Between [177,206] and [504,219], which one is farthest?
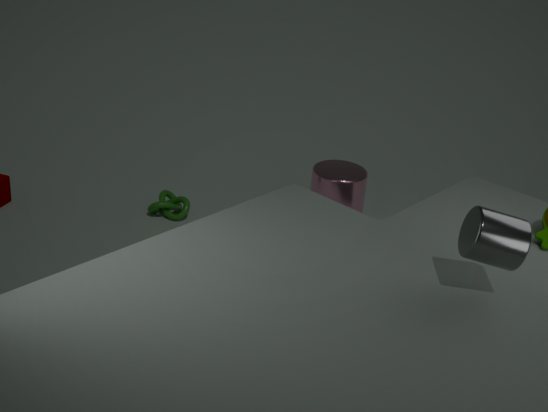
[177,206]
